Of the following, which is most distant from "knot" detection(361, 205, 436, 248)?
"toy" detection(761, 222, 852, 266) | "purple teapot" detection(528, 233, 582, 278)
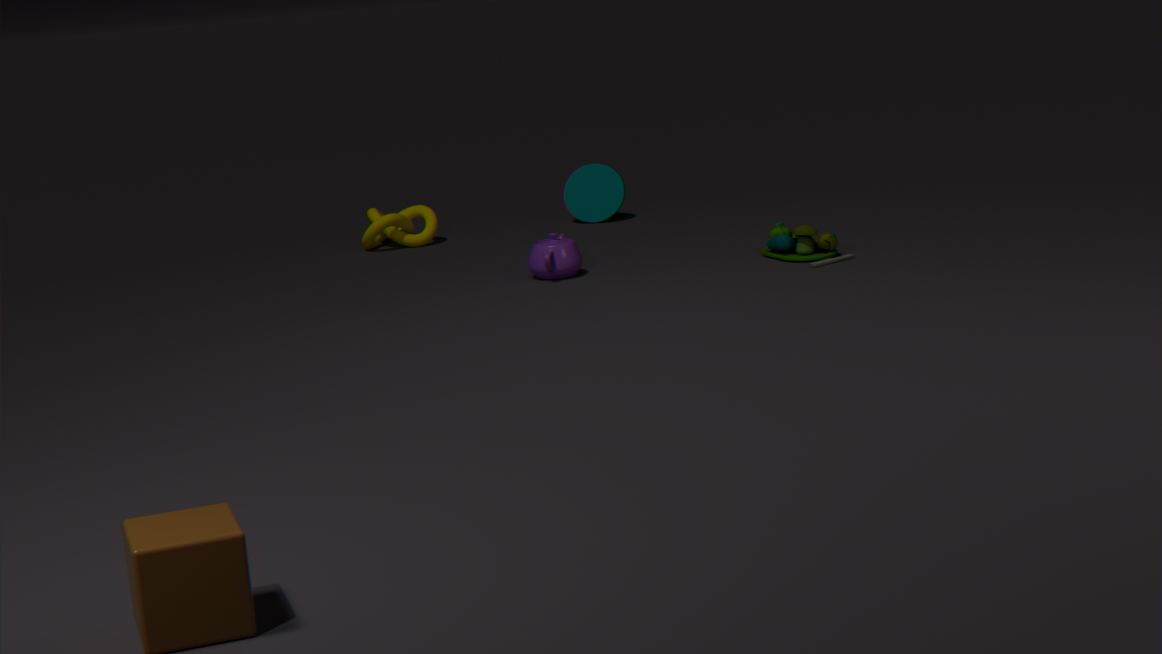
"toy" detection(761, 222, 852, 266)
